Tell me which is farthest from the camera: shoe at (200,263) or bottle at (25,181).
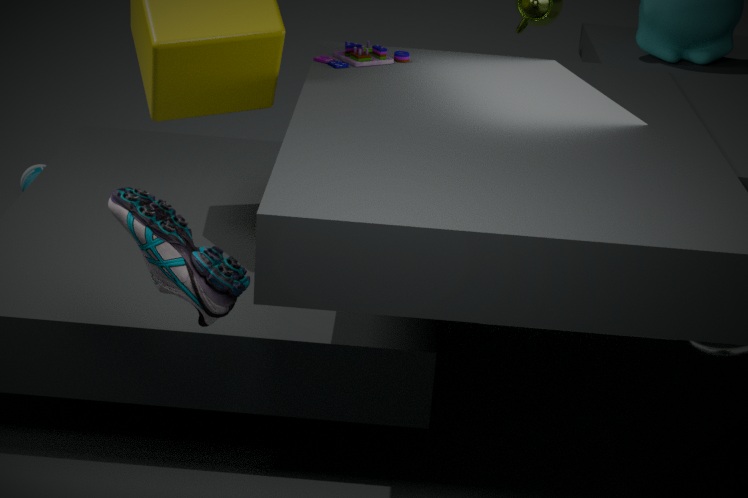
bottle at (25,181)
